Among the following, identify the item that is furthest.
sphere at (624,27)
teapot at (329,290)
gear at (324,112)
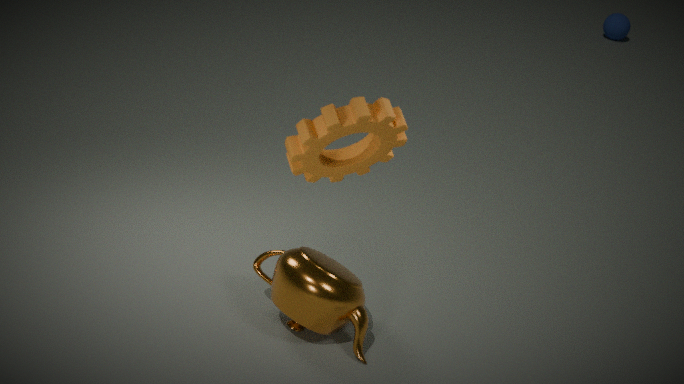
sphere at (624,27)
